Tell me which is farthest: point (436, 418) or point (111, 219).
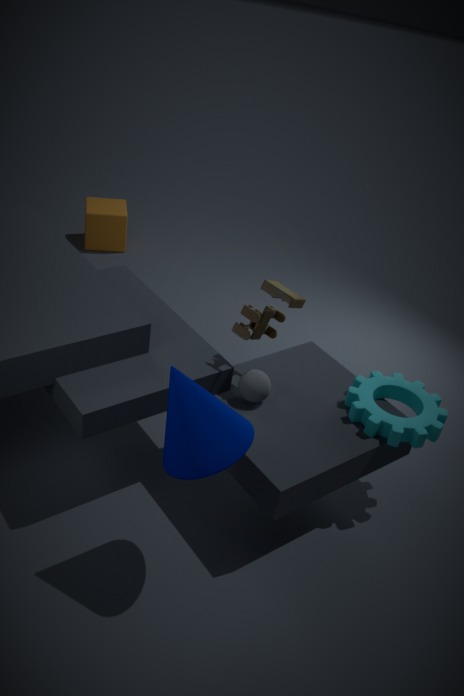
point (111, 219)
